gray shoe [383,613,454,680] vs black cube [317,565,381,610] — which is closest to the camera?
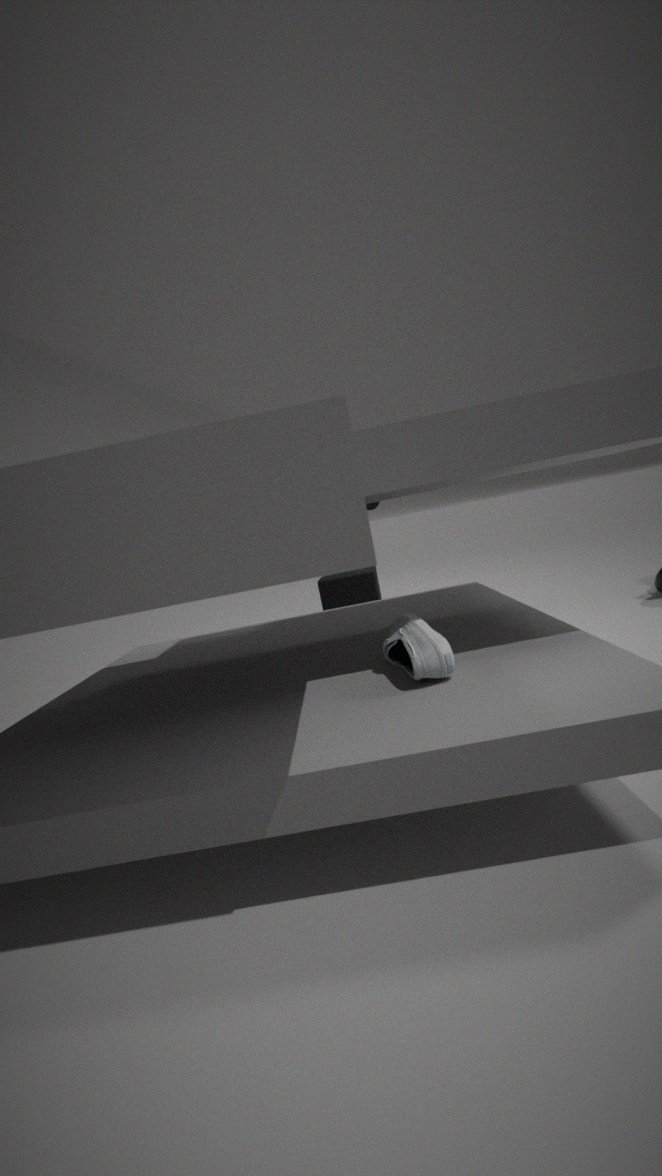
gray shoe [383,613,454,680]
